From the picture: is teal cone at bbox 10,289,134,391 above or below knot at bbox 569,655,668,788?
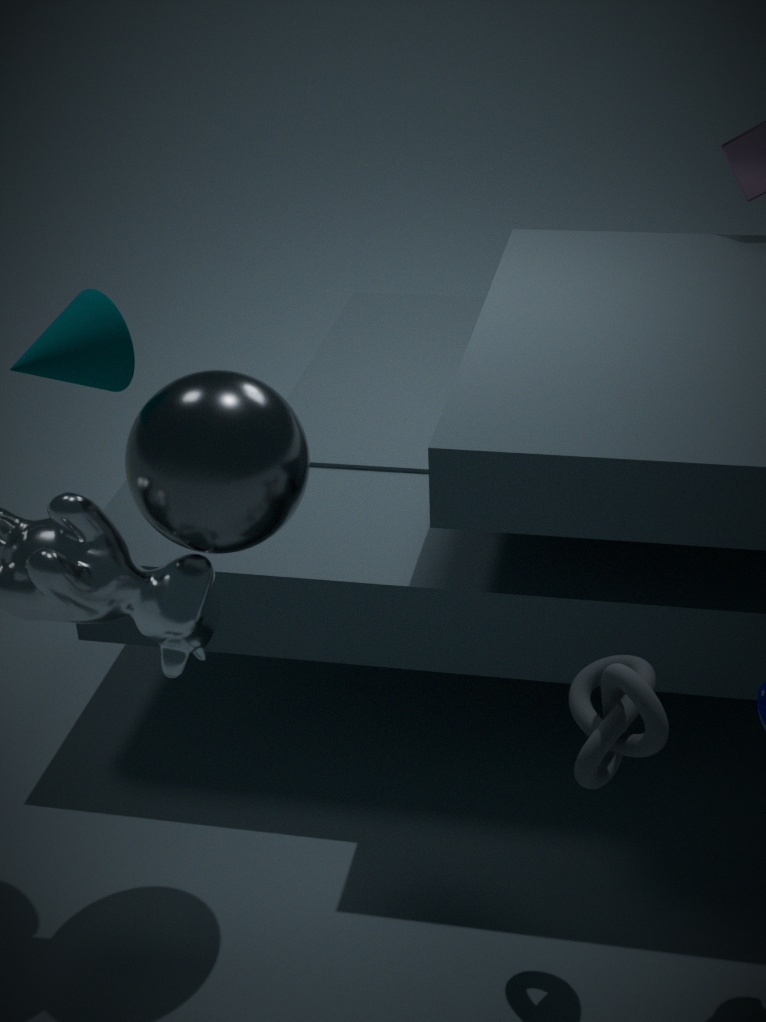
above
